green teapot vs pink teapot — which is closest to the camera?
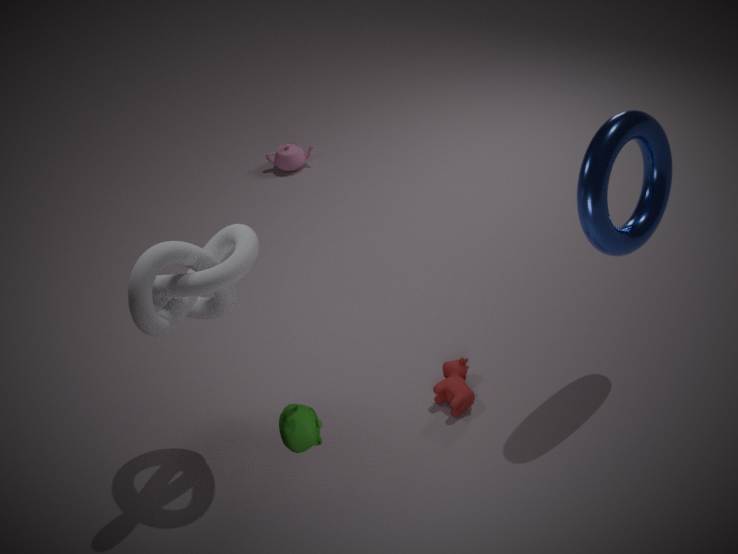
green teapot
